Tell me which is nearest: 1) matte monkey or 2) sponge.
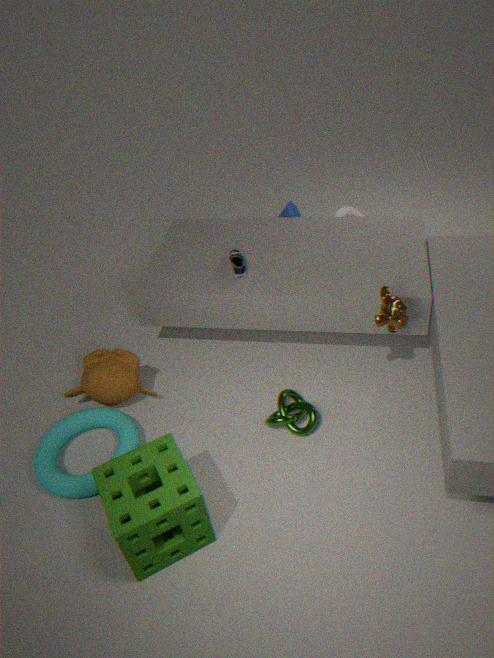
2. sponge
